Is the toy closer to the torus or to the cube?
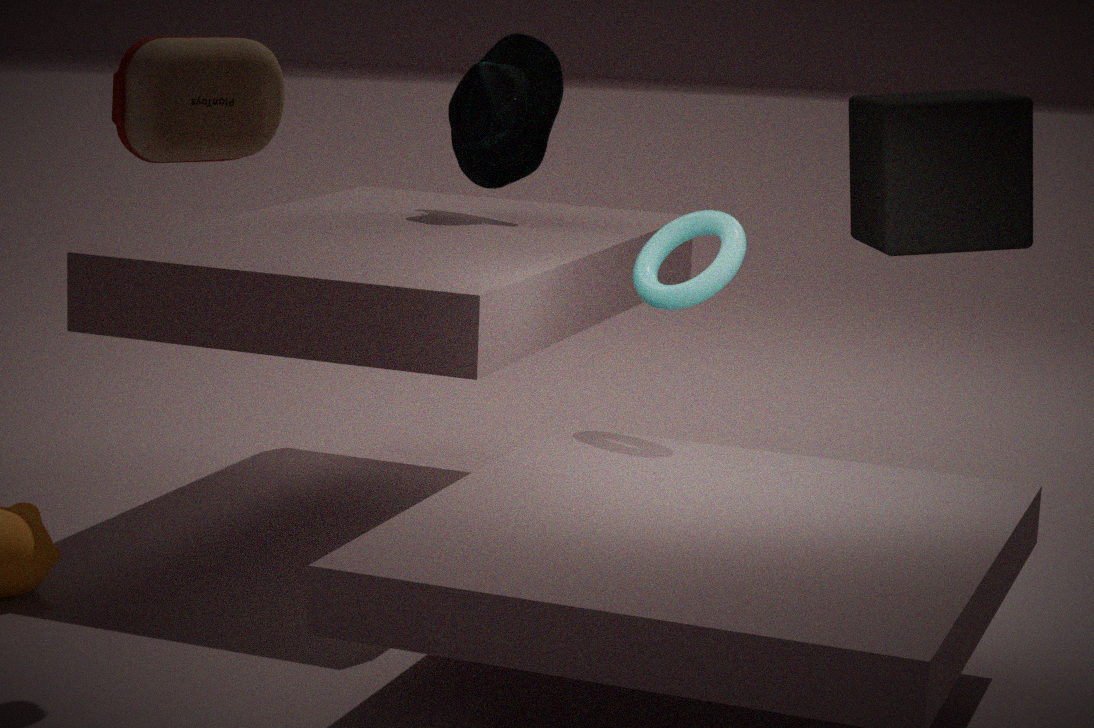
the torus
